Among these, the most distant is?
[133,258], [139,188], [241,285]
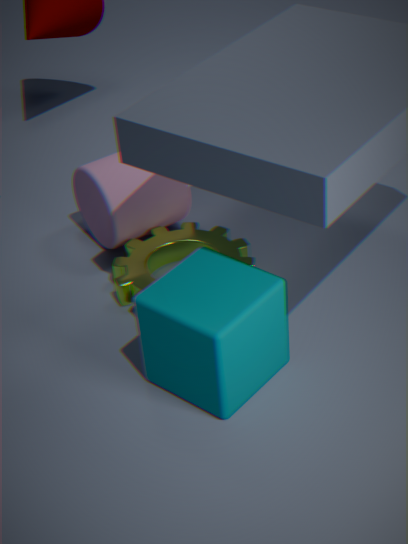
[139,188]
